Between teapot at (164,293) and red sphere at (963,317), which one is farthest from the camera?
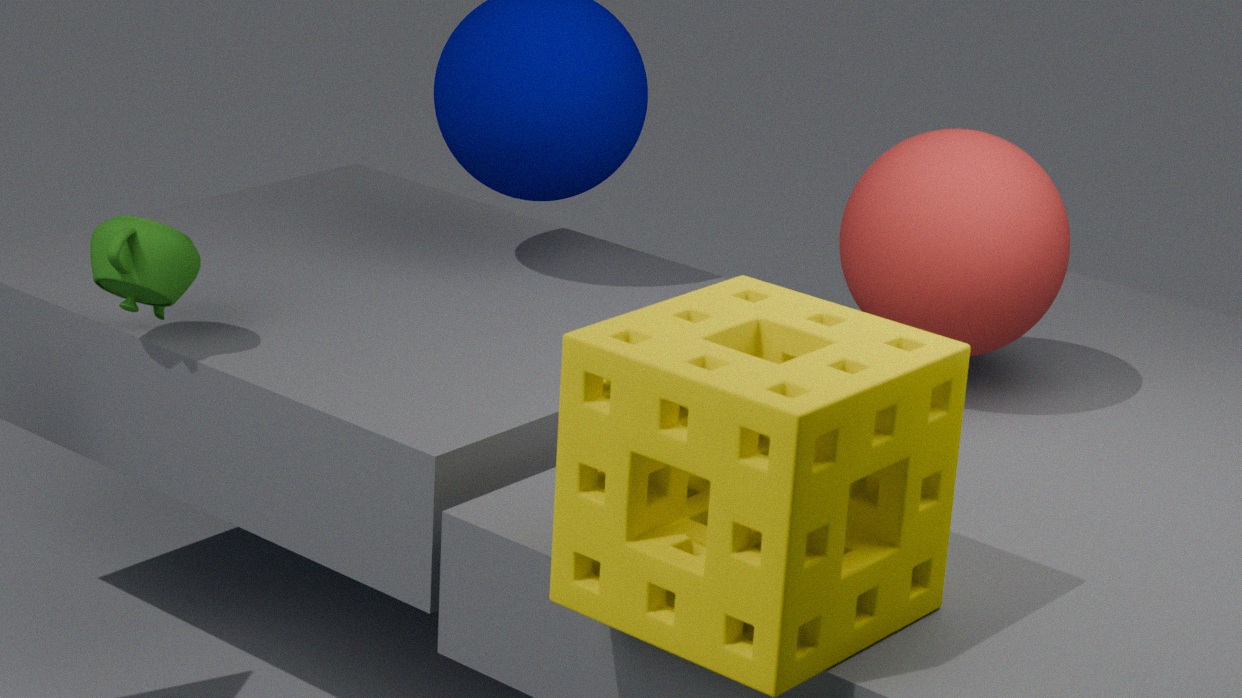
red sphere at (963,317)
